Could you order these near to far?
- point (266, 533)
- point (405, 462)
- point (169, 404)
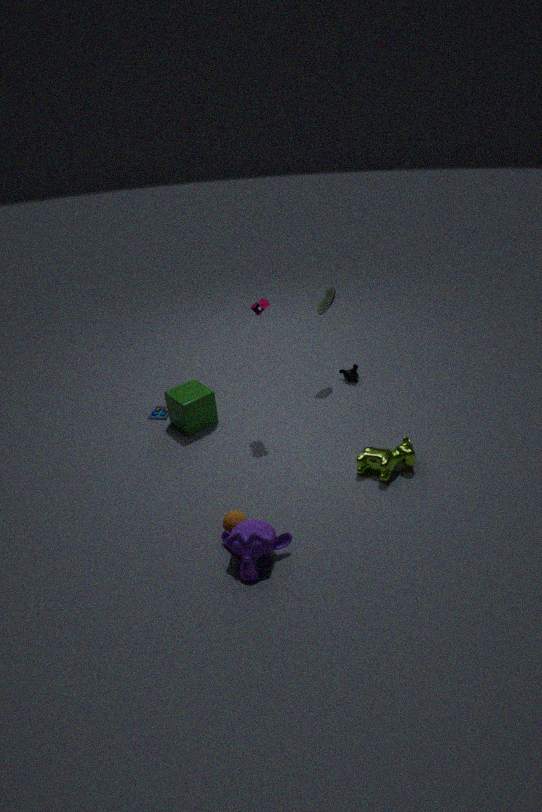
point (266, 533) < point (405, 462) < point (169, 404)
